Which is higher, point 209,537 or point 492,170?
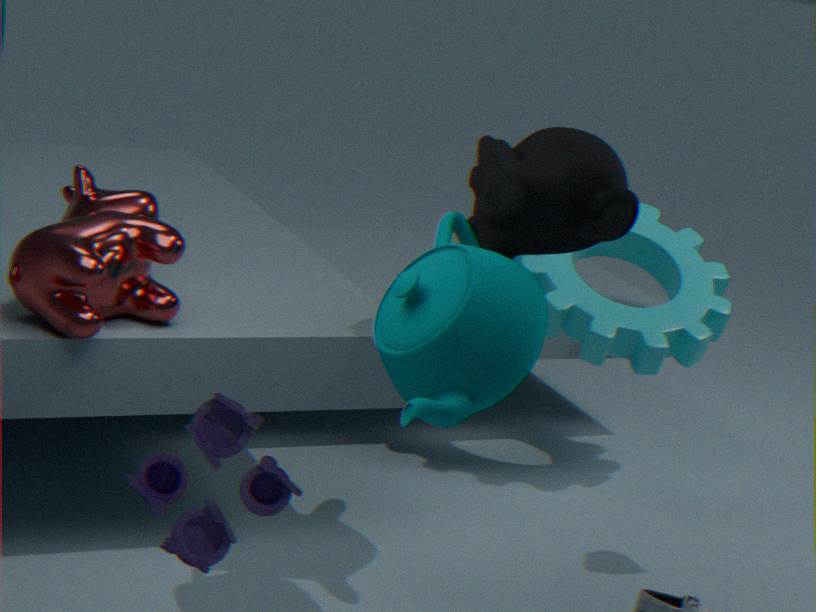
point 492,170
